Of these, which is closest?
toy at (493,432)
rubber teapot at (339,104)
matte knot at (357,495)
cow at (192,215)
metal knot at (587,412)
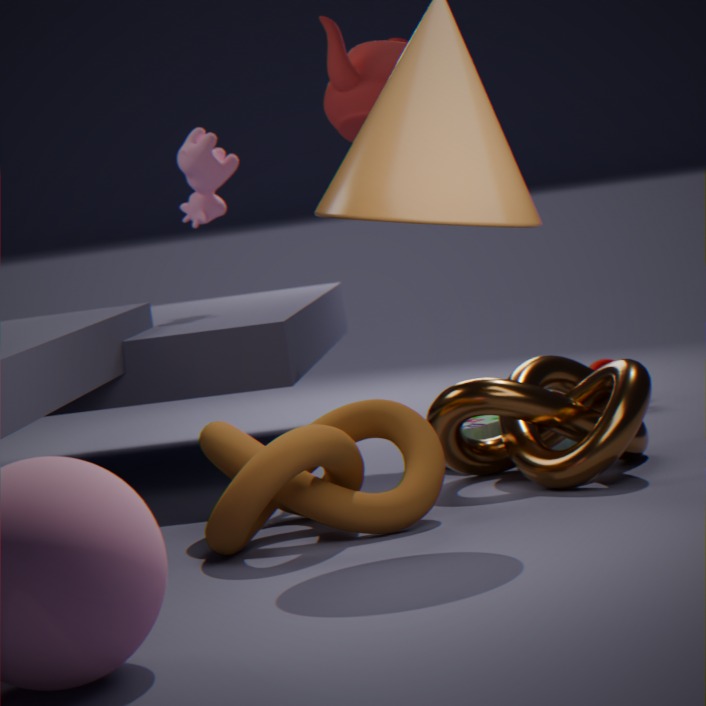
matte knot at (357,495)
